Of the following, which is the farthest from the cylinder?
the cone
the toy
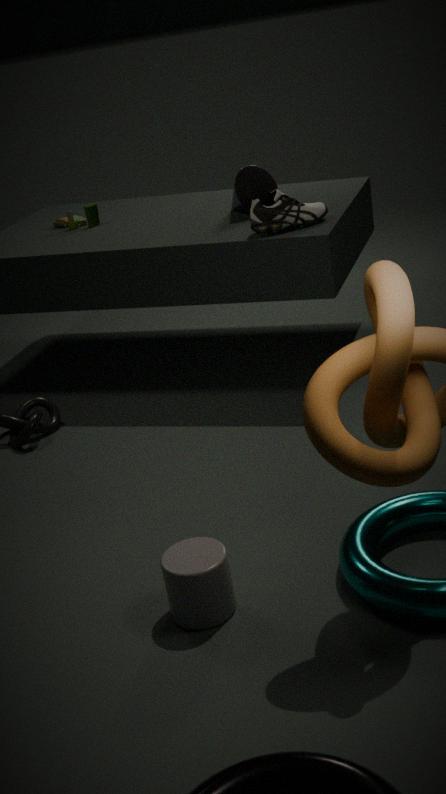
the toy
